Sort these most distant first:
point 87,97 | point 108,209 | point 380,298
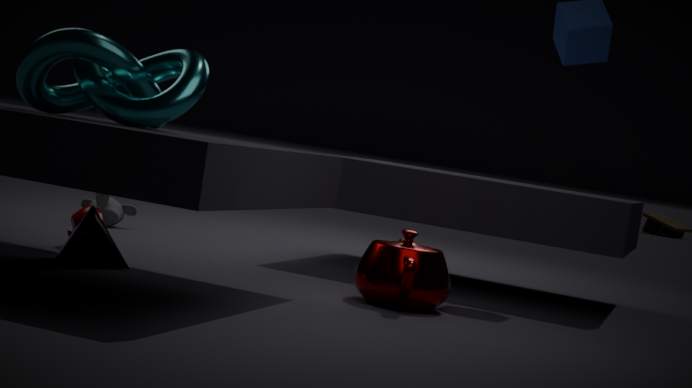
point 108,209 → point 380,298 → point 87,97
